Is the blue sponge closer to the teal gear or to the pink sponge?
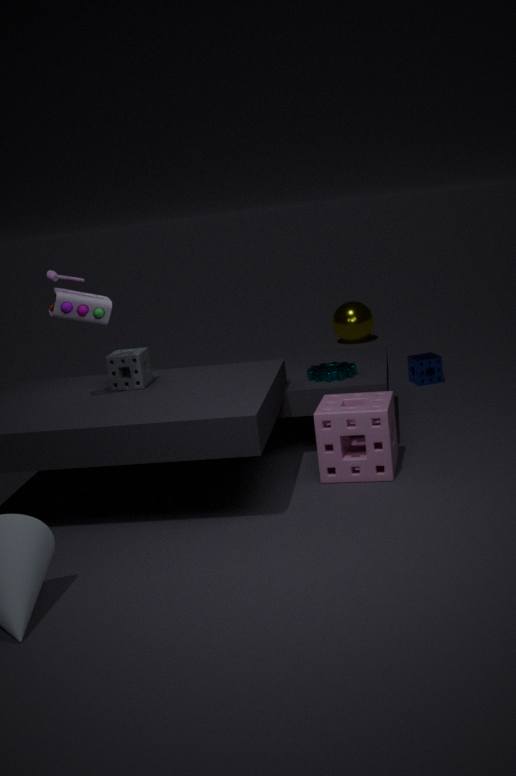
the teal gear
